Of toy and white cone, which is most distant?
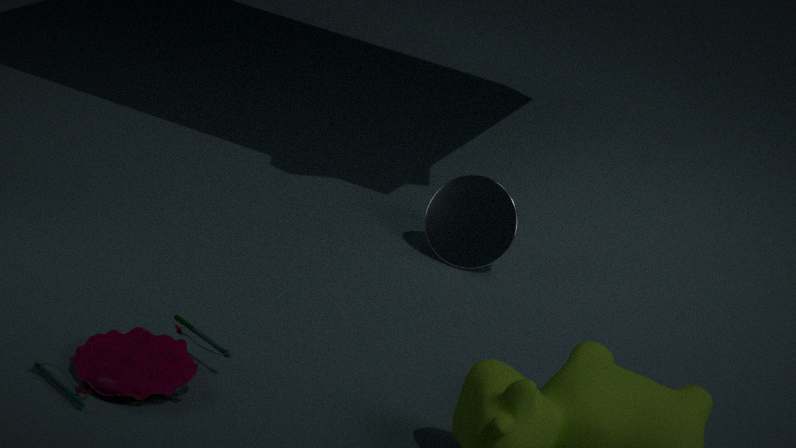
white cone
